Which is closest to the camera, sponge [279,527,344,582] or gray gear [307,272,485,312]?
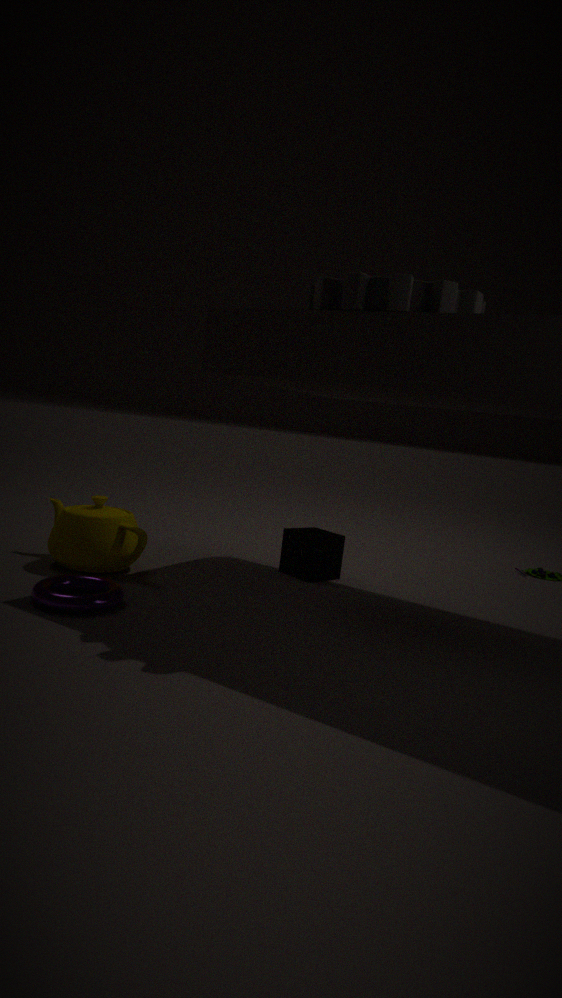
gray gear [307,272,485,312]
